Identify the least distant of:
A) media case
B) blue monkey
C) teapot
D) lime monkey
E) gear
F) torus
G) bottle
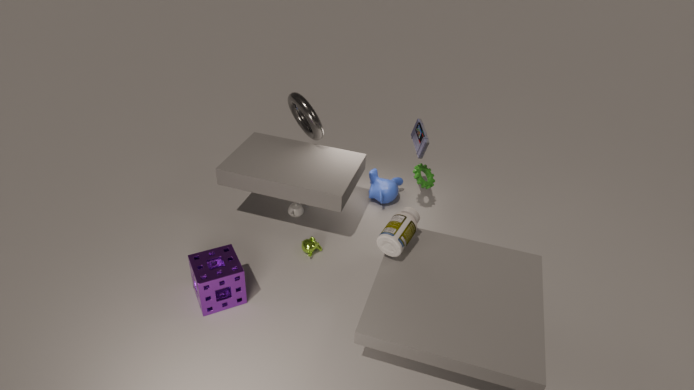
bottle
